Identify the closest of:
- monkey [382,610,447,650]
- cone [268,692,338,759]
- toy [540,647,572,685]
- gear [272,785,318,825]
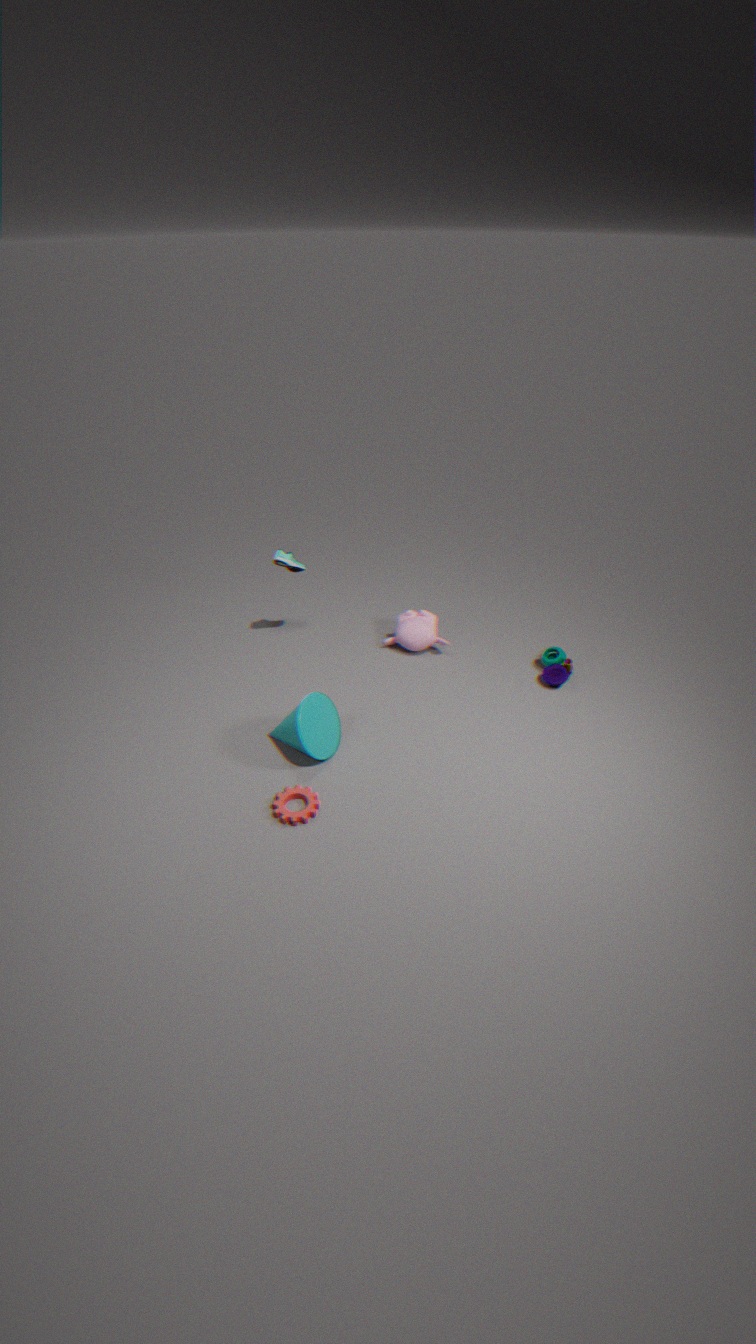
gear [272,785,318,825]
